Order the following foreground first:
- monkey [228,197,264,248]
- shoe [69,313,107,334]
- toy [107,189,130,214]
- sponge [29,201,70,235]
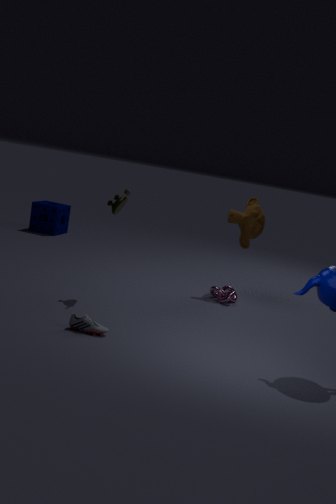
shoe [69,313,107,334], toy [107,189,130,214], monkey [228,197,264,248], sponge [29,201,70,235]
